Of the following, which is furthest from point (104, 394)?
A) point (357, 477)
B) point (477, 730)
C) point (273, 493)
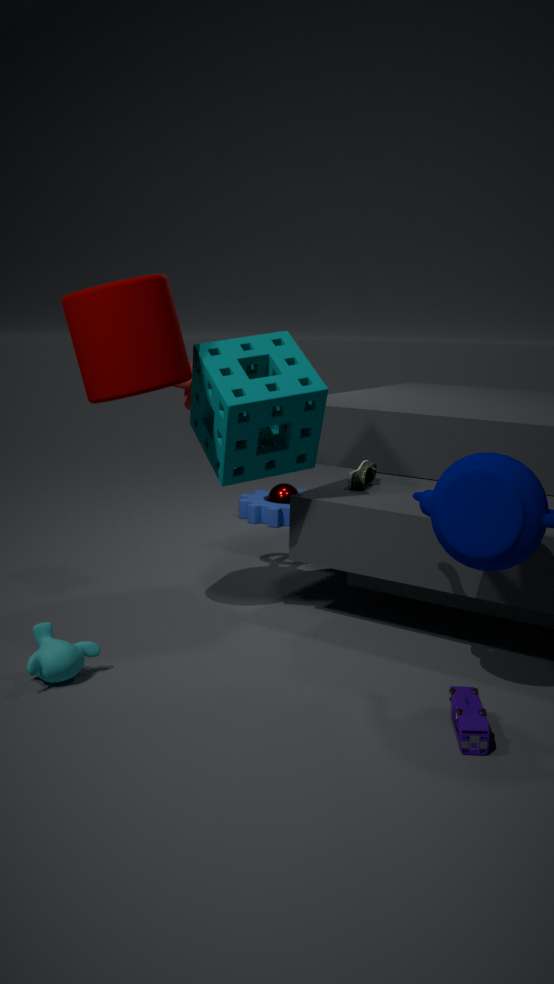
point (273, 493)
